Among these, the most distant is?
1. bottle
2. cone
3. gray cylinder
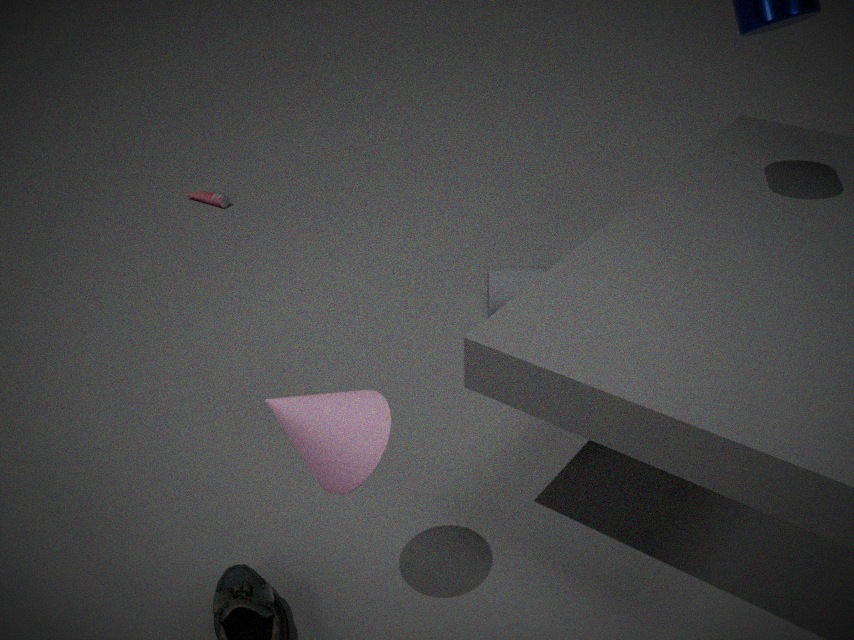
bottle
